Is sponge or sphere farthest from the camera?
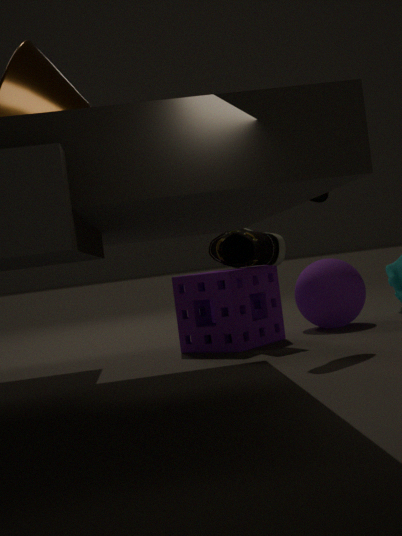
sphere
